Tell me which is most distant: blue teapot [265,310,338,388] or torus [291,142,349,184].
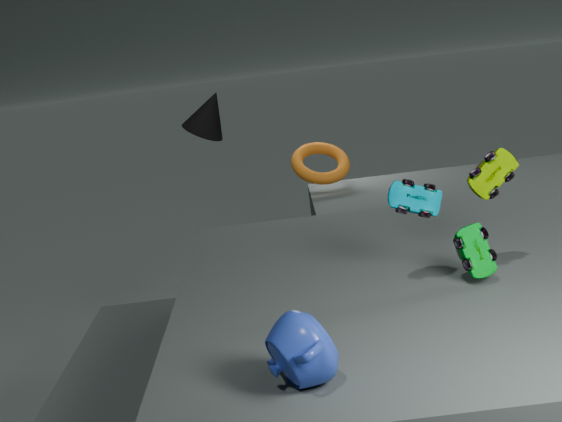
torus [291,142,349,184]
